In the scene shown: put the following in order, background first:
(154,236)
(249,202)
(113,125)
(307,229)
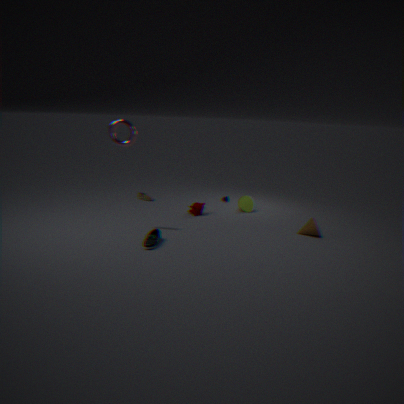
(249,202) → (307,229) → (113,125) → (154,236)
